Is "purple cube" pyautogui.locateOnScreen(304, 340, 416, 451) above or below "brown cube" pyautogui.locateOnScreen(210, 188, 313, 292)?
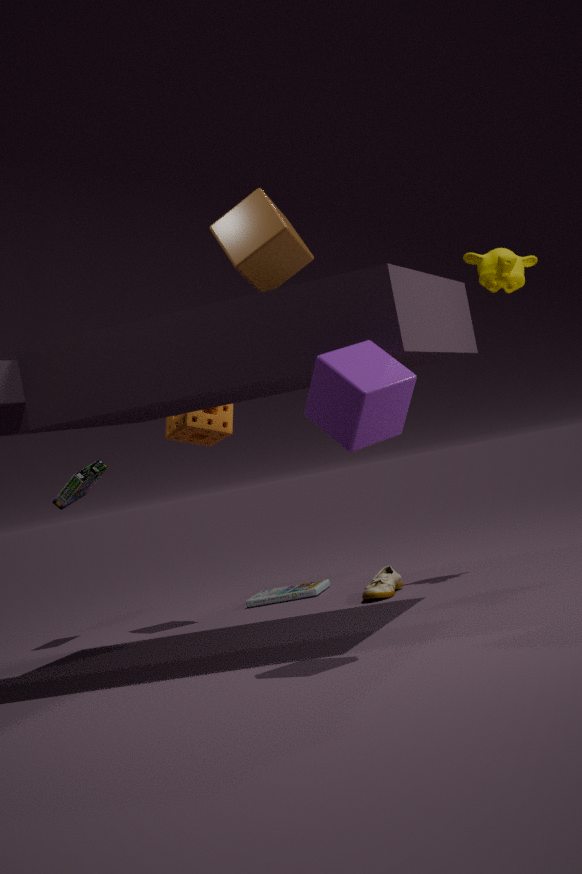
below
